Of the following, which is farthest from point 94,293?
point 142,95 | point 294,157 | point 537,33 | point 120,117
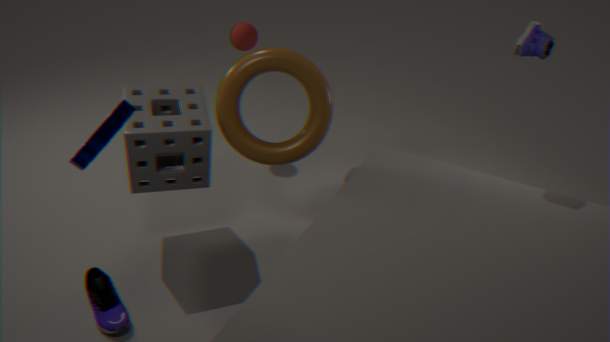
point 537,33
